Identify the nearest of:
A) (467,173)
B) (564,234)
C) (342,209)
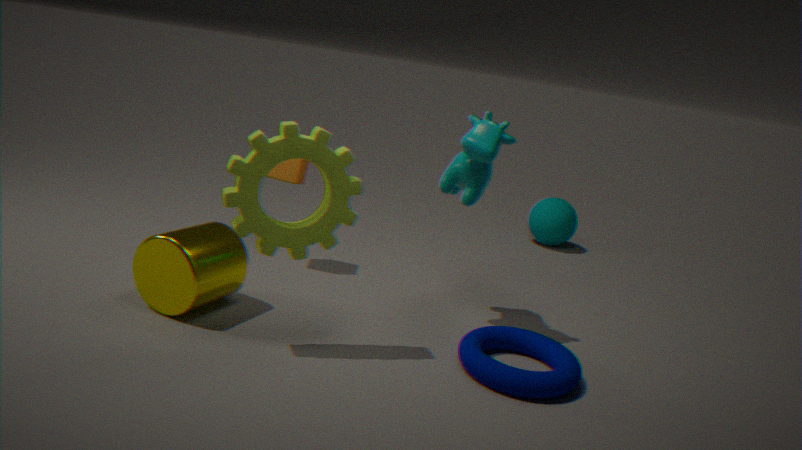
(342,209)
